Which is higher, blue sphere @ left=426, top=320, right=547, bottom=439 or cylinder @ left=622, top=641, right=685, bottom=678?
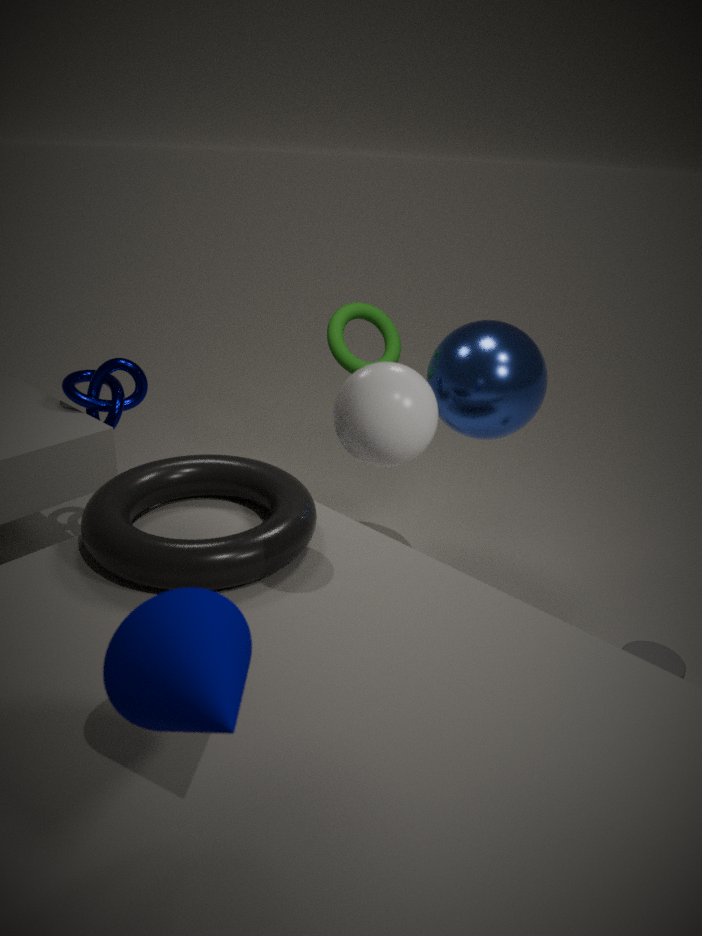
blue sphere @ left=426, top=320, right=547, bottom=439
